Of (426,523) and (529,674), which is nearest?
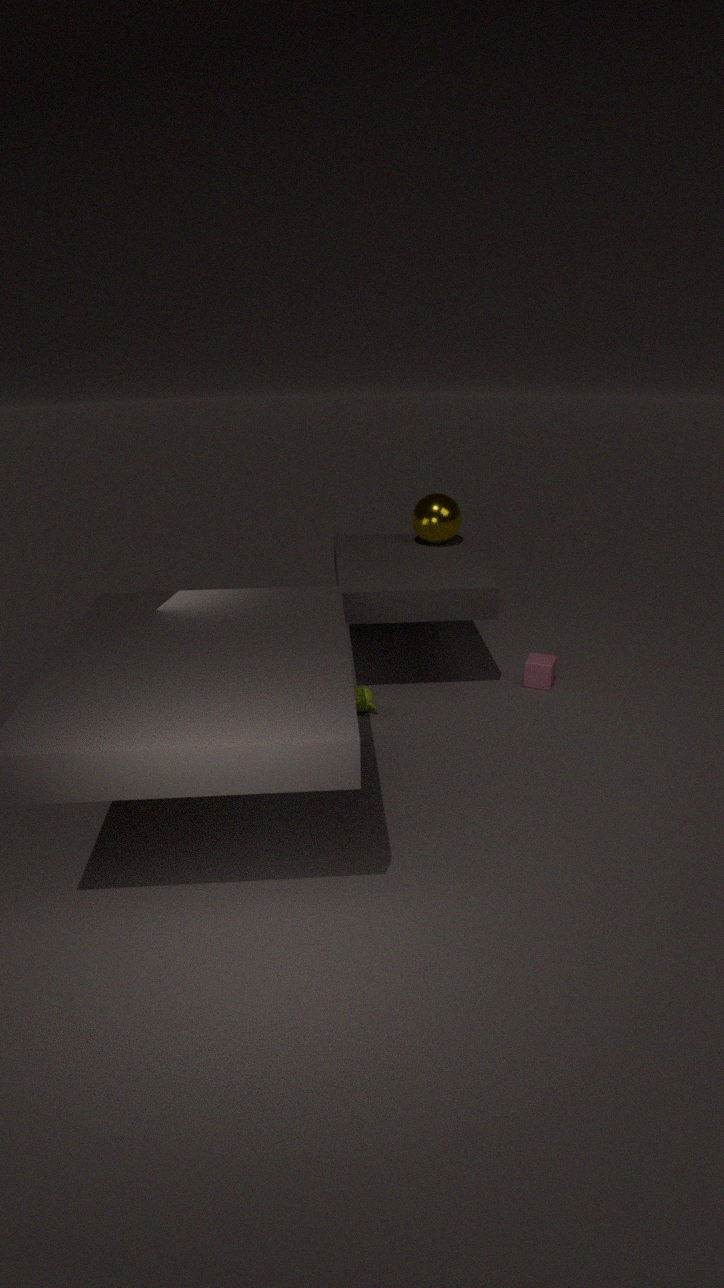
(529,674)
